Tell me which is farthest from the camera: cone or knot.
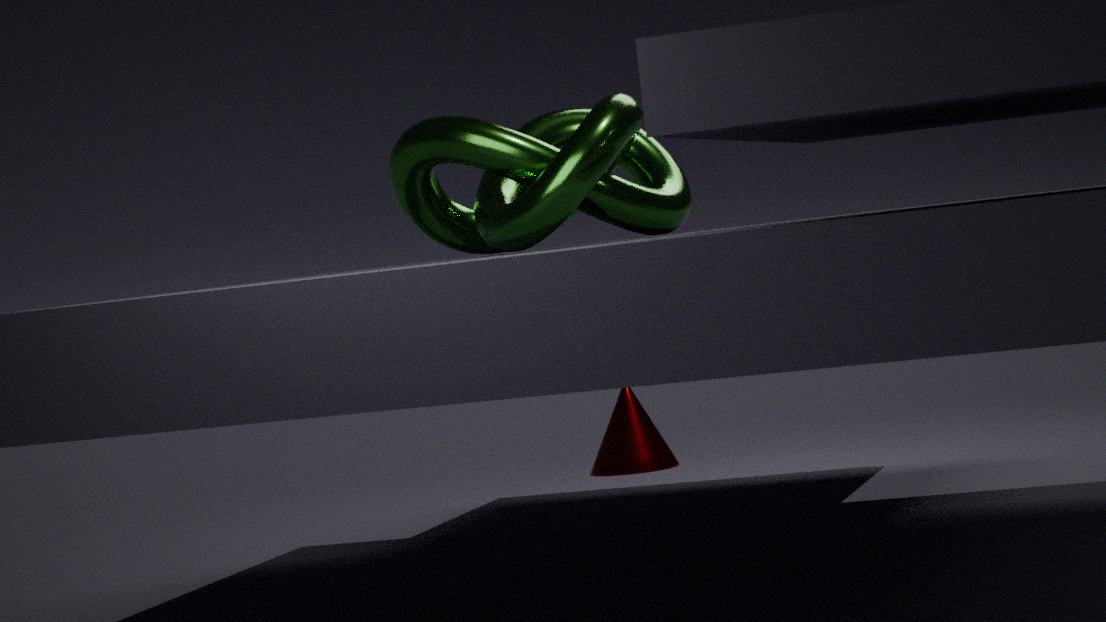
cone
